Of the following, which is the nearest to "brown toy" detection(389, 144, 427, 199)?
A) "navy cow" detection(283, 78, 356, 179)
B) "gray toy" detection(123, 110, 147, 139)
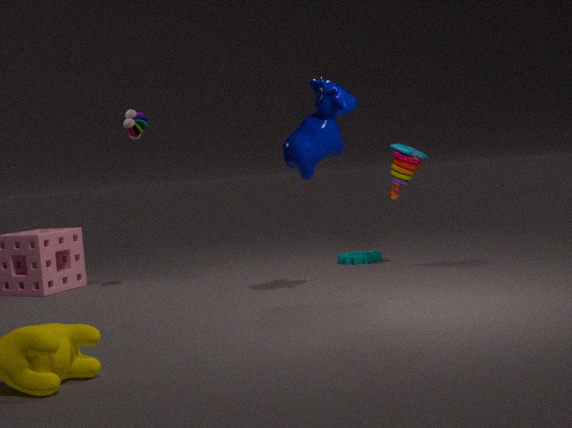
"navy cow" detection(283, 78, 356, 179)
